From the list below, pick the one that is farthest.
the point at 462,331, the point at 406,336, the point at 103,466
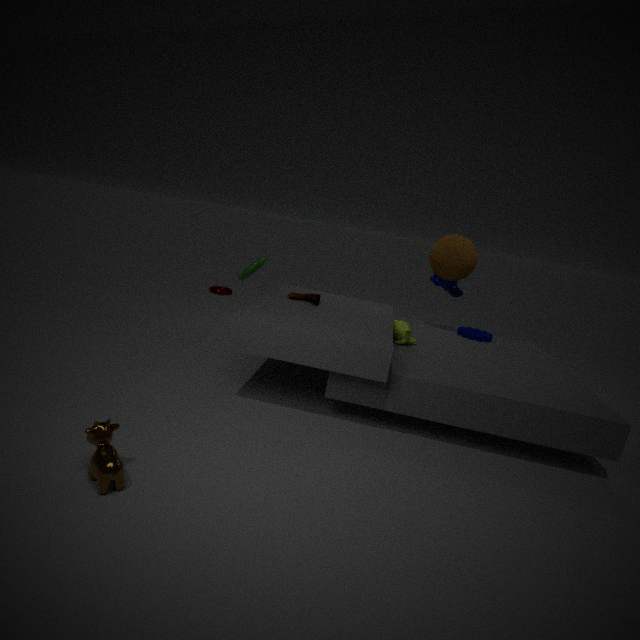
the point at 462,331
